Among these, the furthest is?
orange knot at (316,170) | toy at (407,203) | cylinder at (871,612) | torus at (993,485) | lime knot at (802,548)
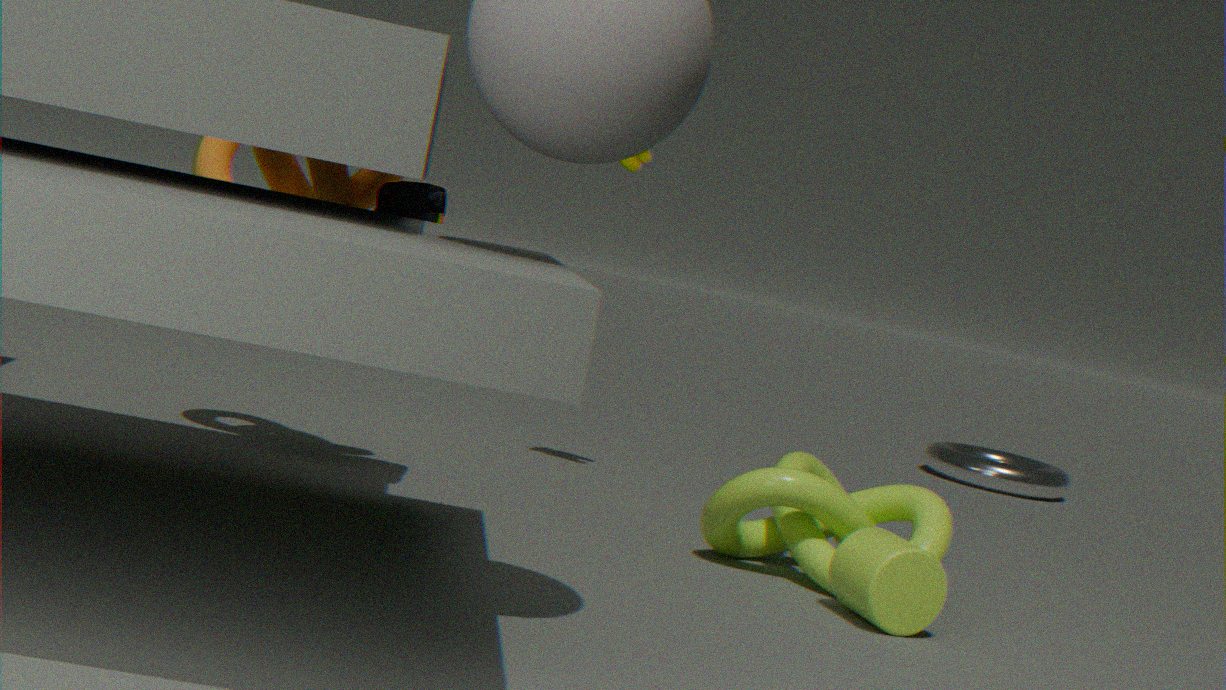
torus at (993,485)
